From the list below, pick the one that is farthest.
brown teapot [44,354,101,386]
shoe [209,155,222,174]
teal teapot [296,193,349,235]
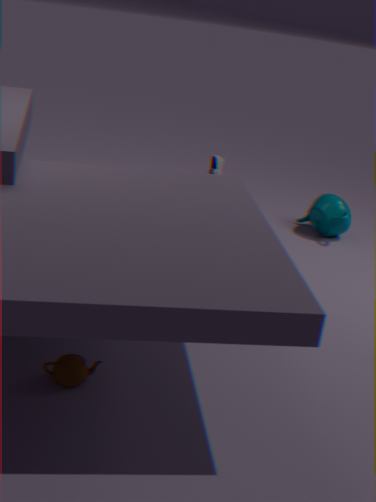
teal teapot [296,193,349,235]
